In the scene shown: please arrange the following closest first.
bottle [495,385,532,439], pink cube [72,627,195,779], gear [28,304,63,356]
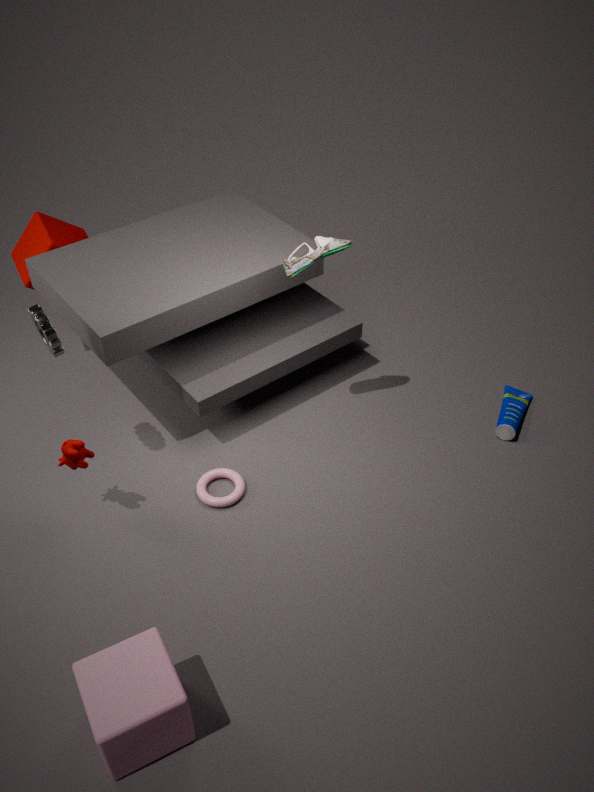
pink cube [72,627,195,779]
gear [28,304,63,356]
bottle [495,385,532,439]
